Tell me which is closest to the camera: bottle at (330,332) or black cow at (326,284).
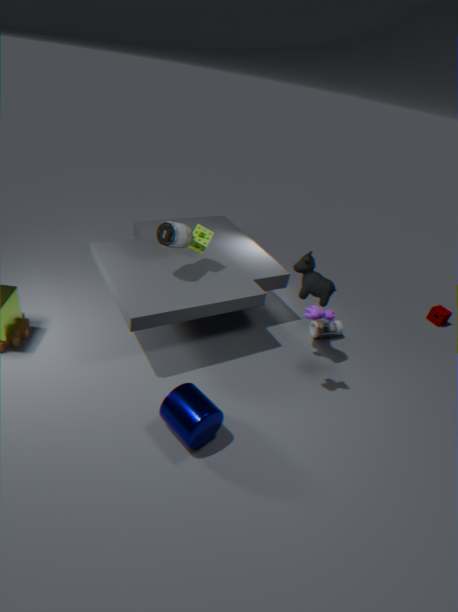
black cow at (326,284)
